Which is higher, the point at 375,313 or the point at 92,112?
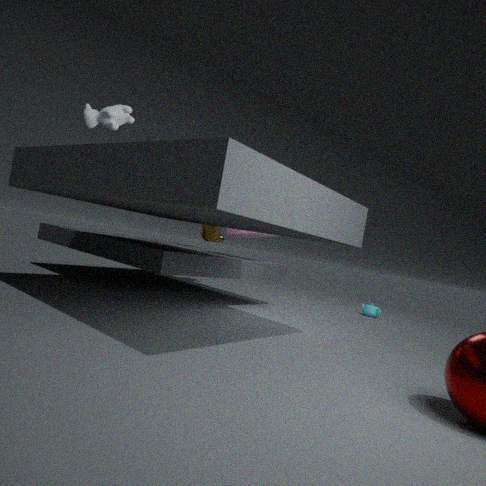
the point at 92,112
